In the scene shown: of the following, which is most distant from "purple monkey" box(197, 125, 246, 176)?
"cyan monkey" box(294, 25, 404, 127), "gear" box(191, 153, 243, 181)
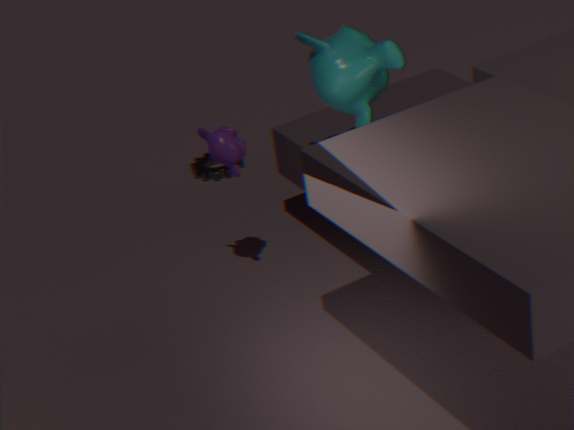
"gear" box(191, 153, 243, 181)
